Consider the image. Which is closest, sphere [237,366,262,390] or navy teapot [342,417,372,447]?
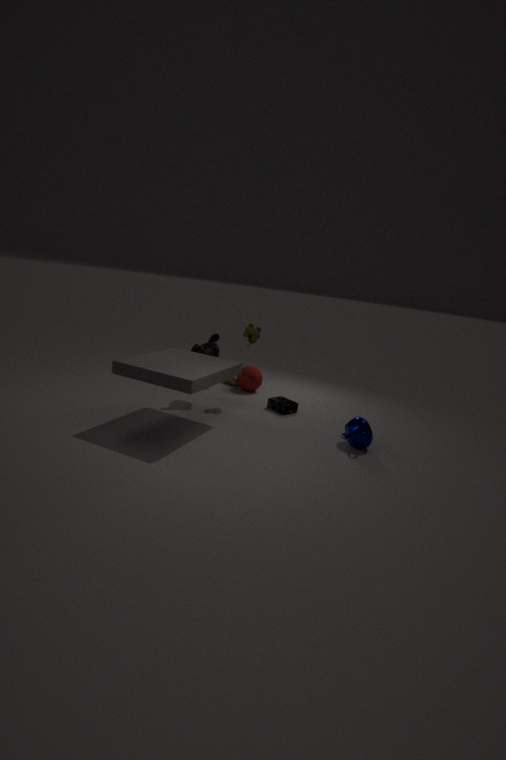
navy teapot [342,417,372,447]
